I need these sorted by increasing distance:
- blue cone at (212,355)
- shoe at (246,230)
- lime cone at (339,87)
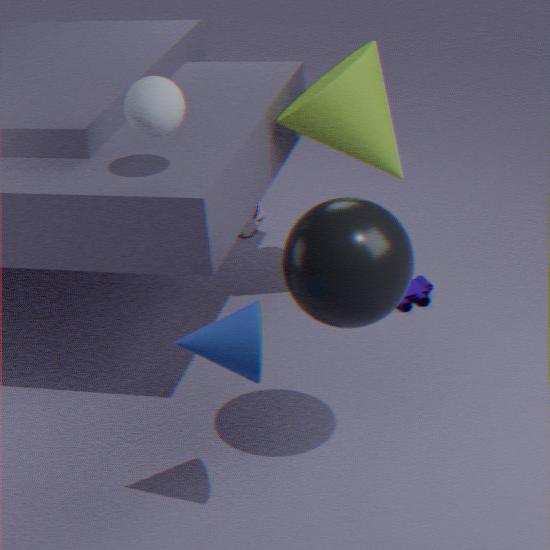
blue cone at (212,355) → lime cone at (339,87) → shoe at (246,230)
